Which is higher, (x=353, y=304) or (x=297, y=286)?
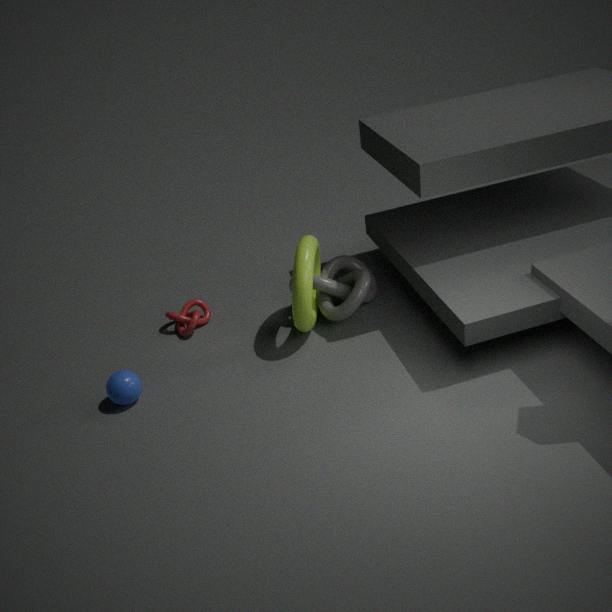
(x=297, y=286)
